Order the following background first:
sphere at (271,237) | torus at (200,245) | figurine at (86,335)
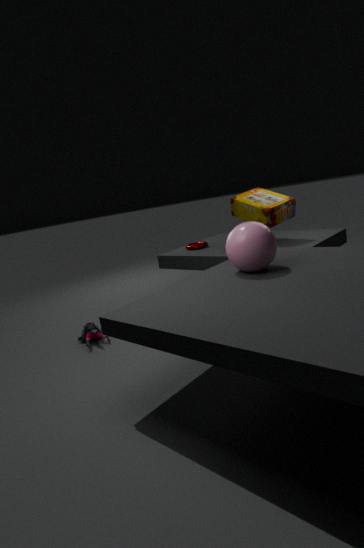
1. torus at (200,245)
2. figurine at (86,335)
3. sphere at (271,237)
